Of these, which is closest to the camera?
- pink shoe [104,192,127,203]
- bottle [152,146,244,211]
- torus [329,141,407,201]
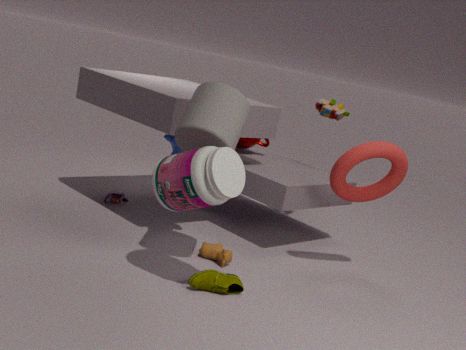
bottle [152,146,244,211]
